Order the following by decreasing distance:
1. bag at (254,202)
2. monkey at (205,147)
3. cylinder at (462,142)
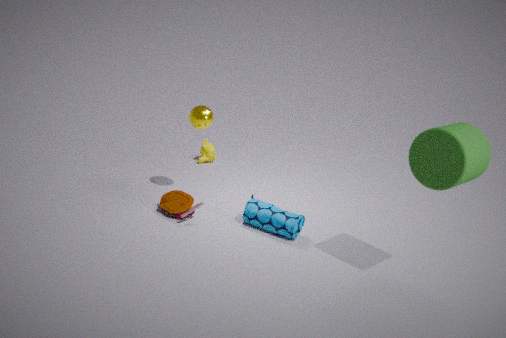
monkey at (205,147) → bag at (254,202) → cylinder at (462,142)
